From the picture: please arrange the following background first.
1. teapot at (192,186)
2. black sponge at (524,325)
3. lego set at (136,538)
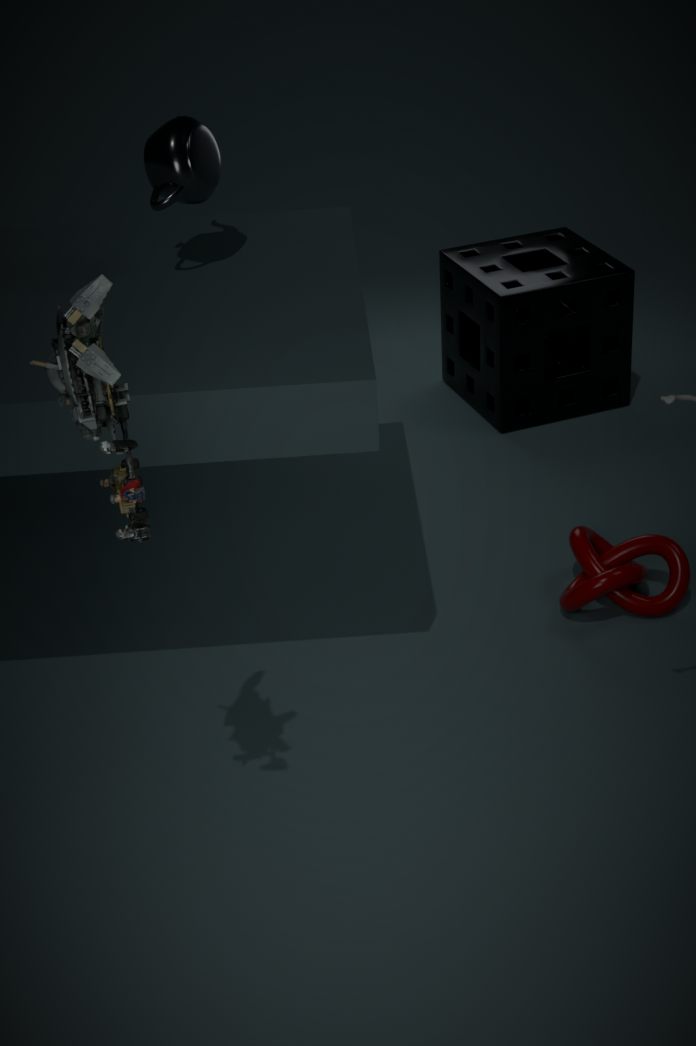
black sponge at (524,325), teapot at (192,186), lego set at (136,538)
